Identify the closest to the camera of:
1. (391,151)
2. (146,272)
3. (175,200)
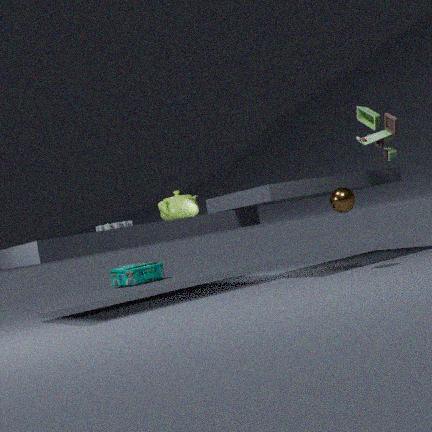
(391,151)
